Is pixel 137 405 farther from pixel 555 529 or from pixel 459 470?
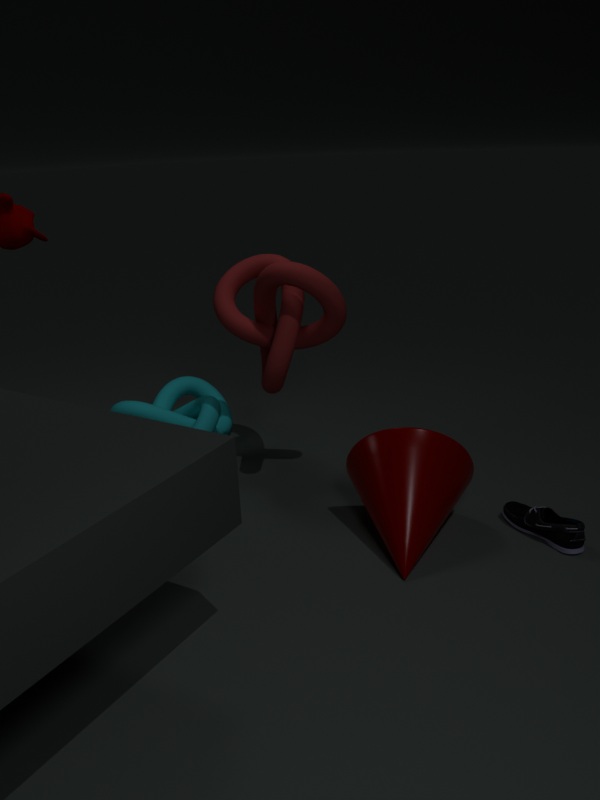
pixel 555 529
